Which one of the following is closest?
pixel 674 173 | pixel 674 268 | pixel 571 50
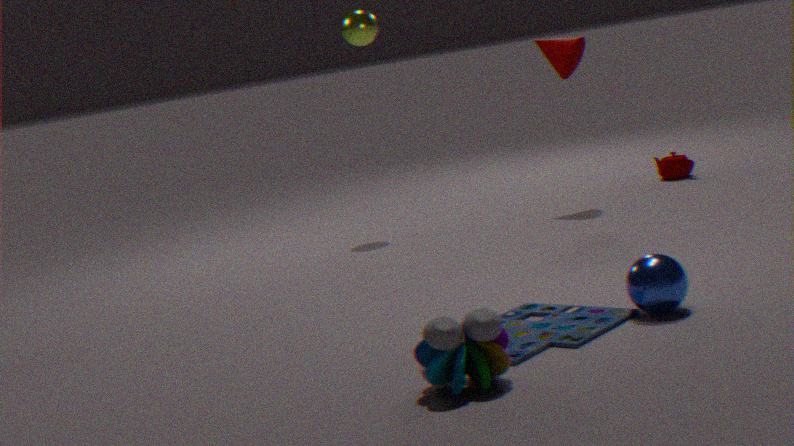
pixel 674 268
